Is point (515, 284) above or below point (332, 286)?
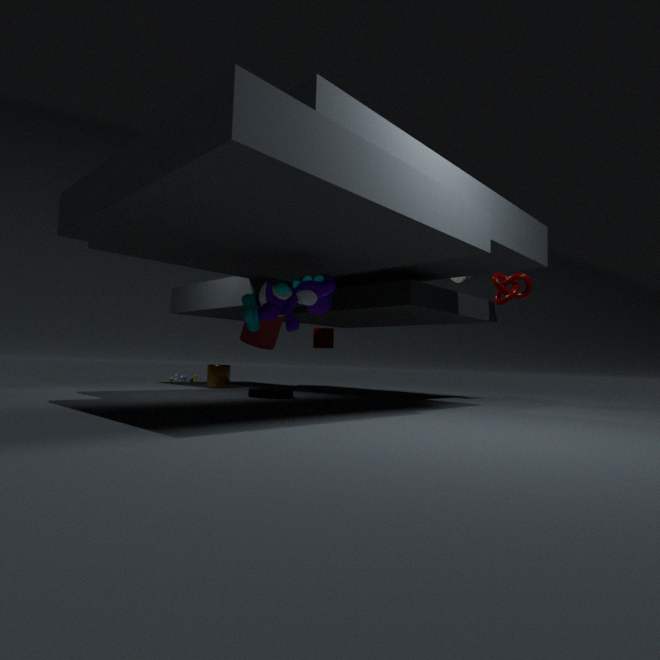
above
